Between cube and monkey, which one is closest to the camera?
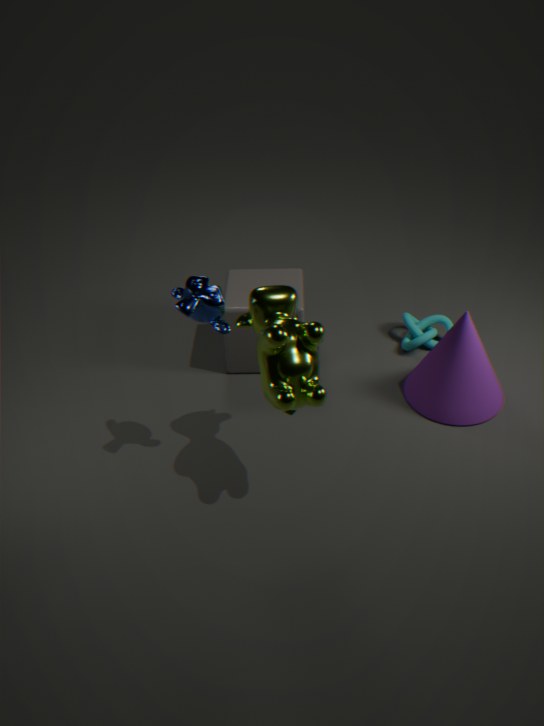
monkey
